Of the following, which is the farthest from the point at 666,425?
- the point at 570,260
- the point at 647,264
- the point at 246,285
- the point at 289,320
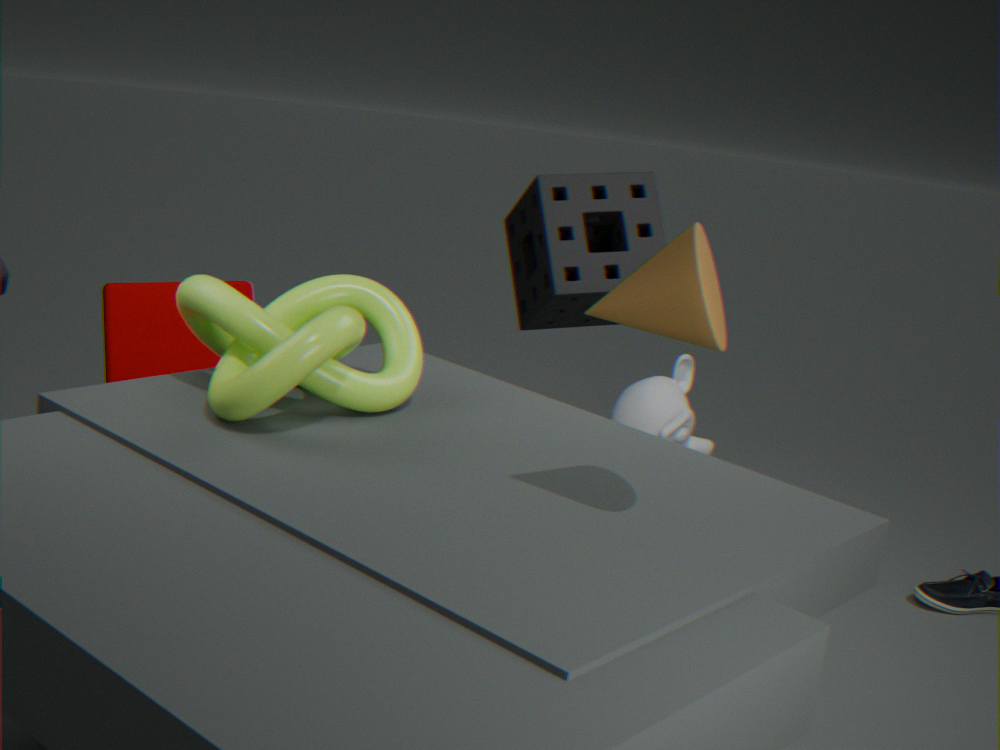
the point at 647,264
